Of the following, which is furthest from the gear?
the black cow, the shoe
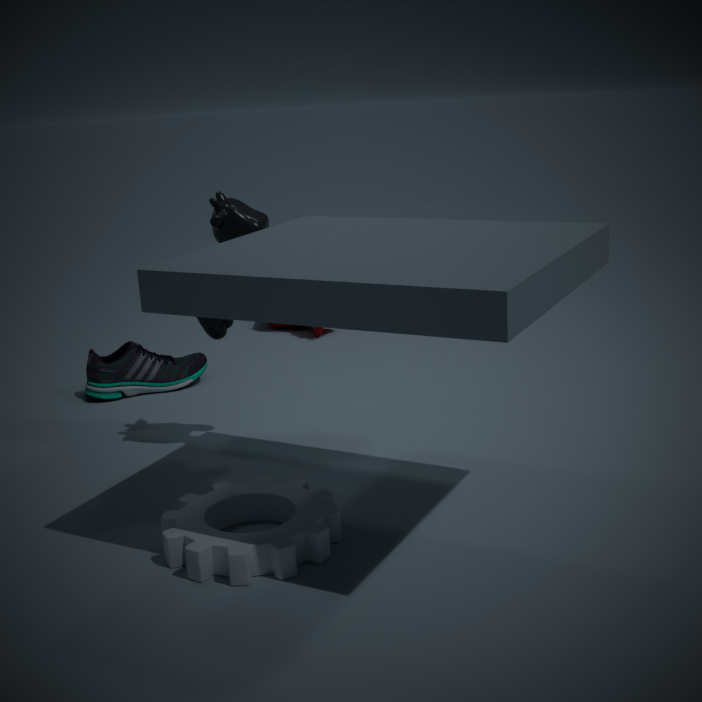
the shoe
